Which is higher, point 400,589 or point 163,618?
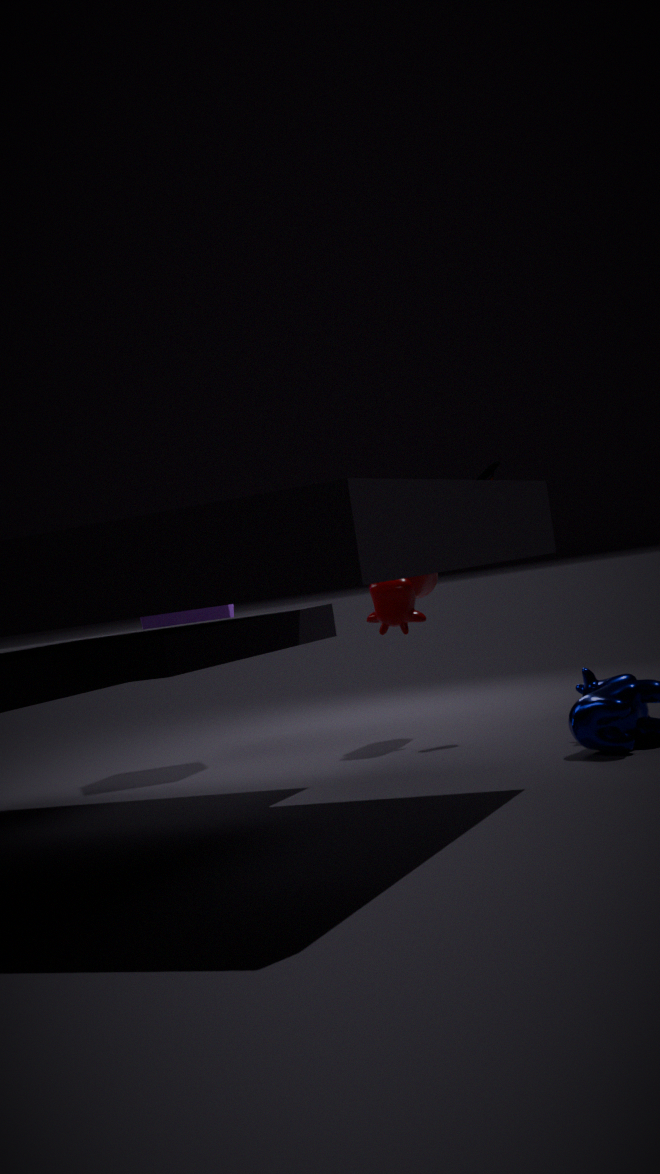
point 163,618
